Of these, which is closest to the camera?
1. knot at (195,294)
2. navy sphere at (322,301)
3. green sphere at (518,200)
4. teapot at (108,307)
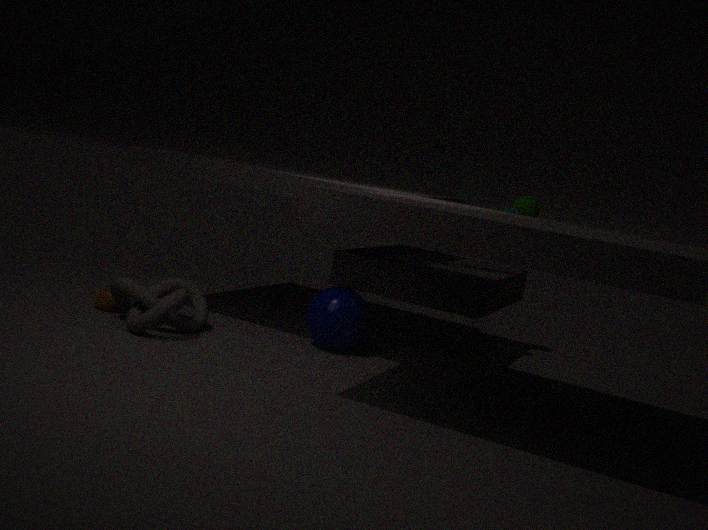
knot at (195,294)
